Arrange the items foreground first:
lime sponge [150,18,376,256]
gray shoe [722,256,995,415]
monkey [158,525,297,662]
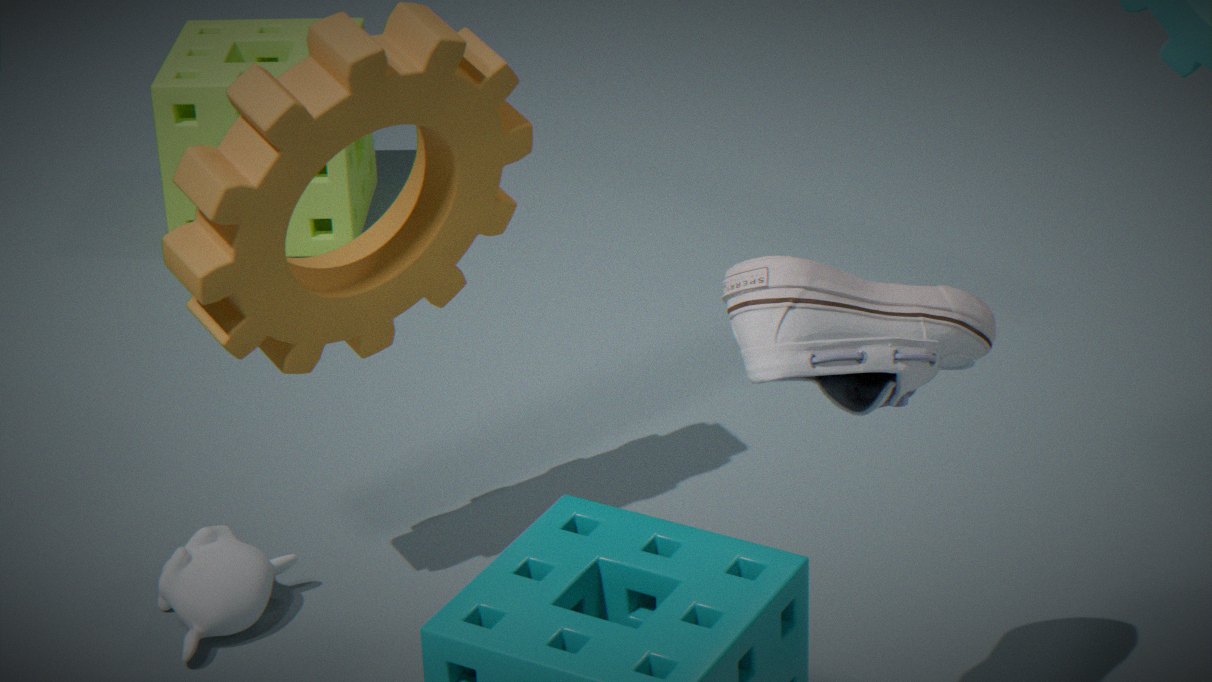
gray shoe [722,256,995,415] < monkey [158,525,297,662] < lime sponge [150,18,376,256]
